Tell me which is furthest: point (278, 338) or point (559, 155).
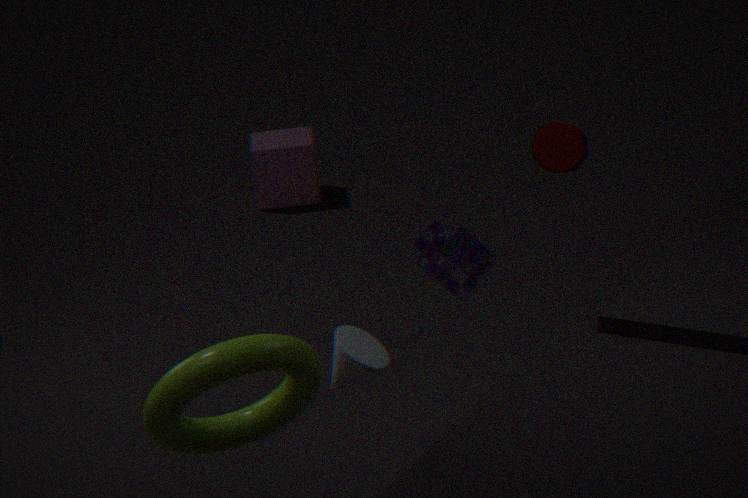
point (559, 155)
